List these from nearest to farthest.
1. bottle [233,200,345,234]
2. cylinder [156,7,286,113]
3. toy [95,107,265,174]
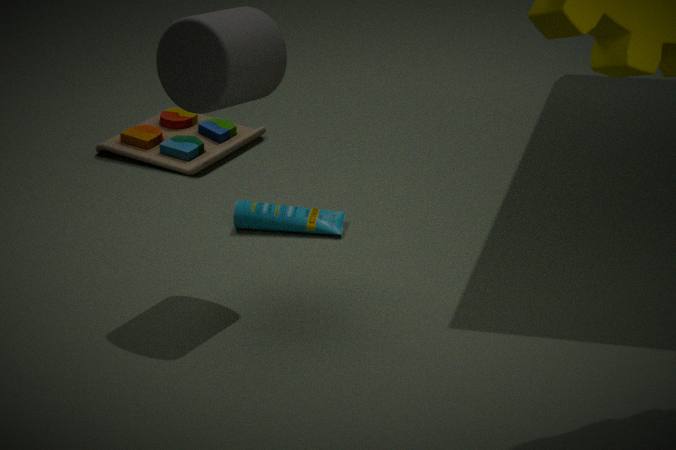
cylinder [156,7,286,113] → bottle [233,200,345,234] → toy [95,107,265,174]
